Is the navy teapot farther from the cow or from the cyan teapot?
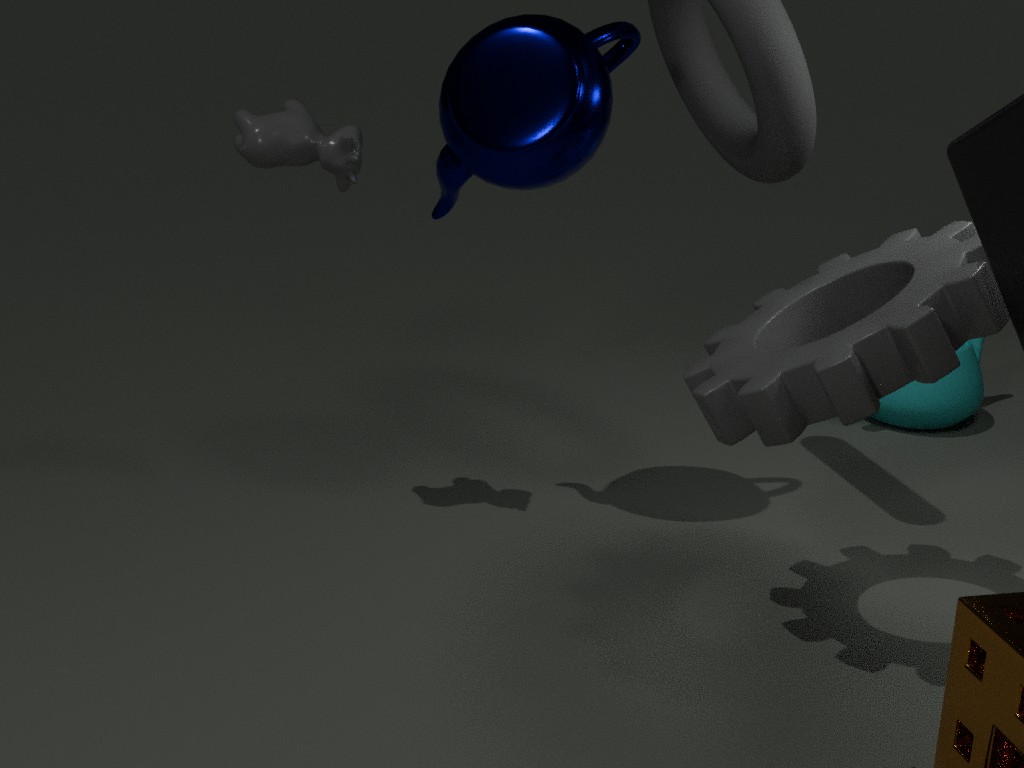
the cyan teapot
